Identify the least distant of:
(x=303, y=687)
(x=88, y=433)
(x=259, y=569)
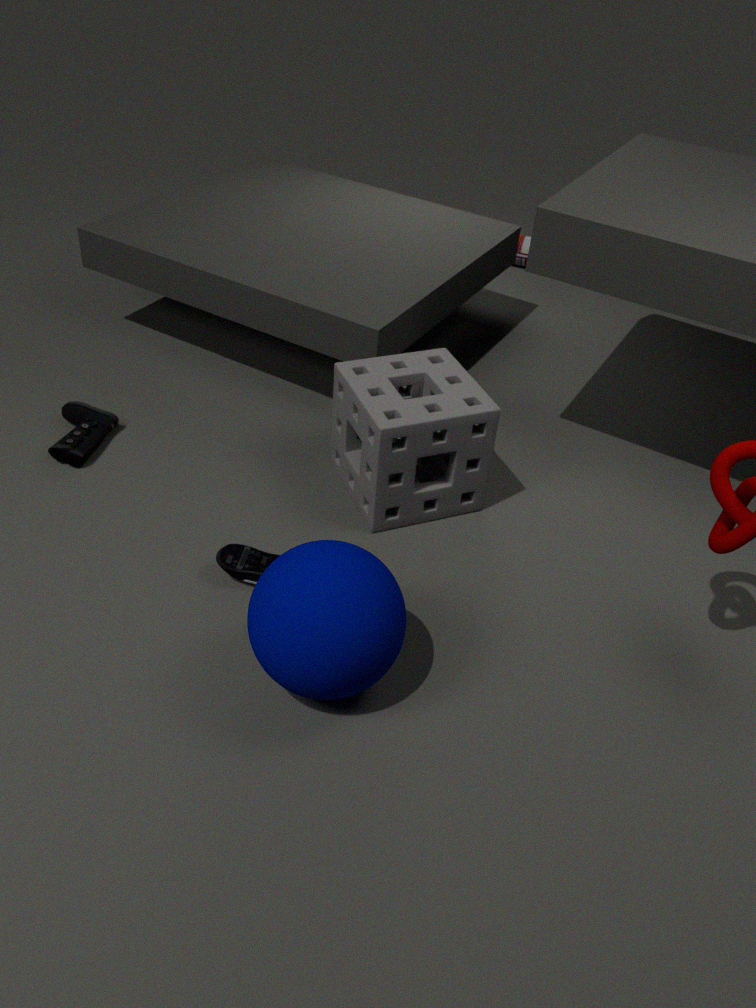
(x=303, y=687)
